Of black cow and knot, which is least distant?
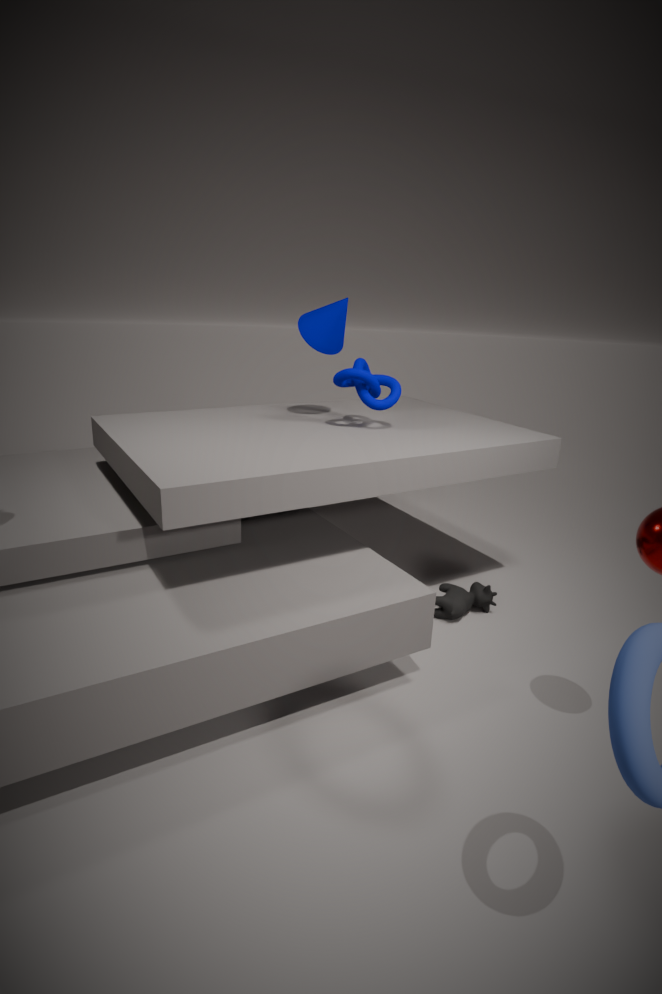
black cow
